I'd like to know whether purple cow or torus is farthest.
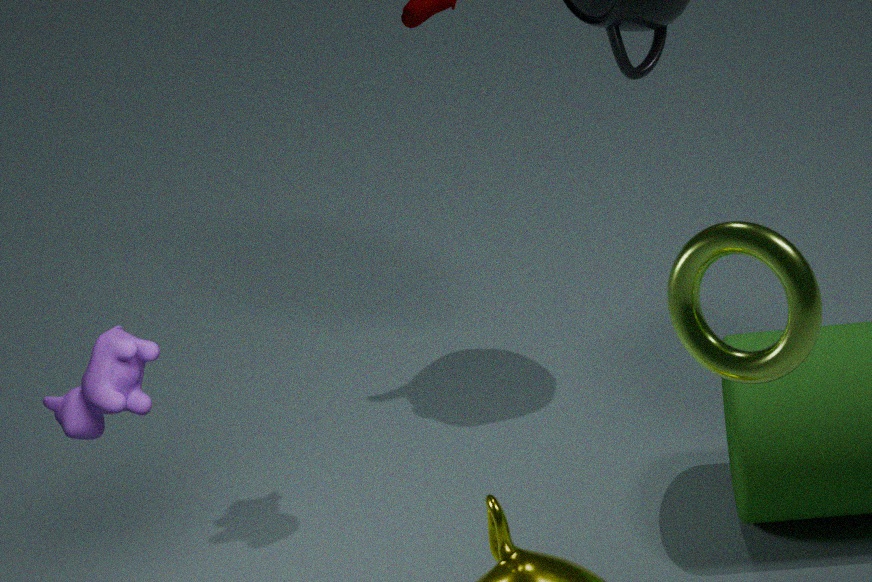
purple cow
